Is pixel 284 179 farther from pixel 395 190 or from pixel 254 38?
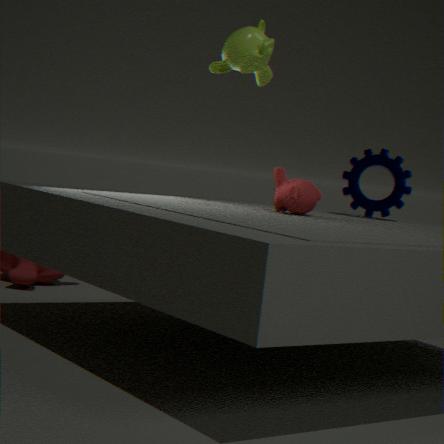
pixel 254 38
